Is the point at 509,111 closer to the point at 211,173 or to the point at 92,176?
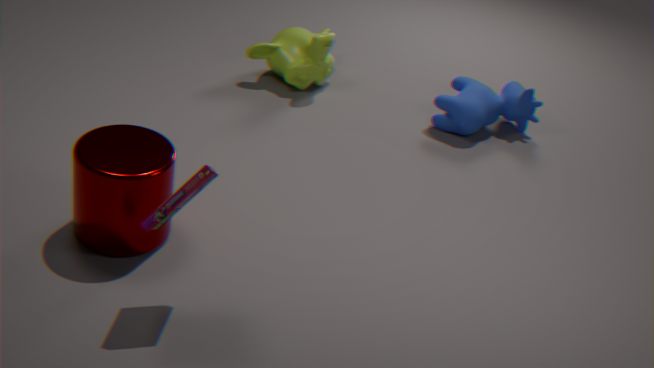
the point at 92,176
